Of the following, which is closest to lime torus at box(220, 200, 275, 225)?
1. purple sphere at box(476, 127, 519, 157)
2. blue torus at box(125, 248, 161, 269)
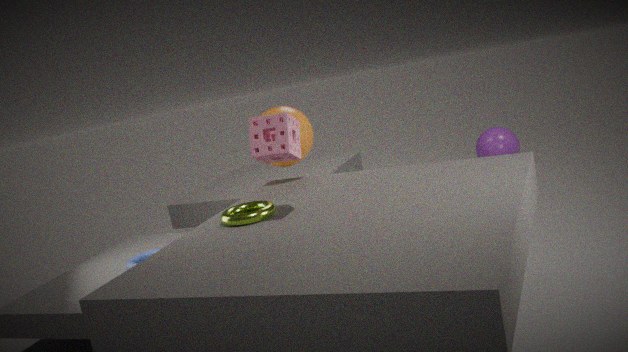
blue torus at box(125, 248, 161, 269)
